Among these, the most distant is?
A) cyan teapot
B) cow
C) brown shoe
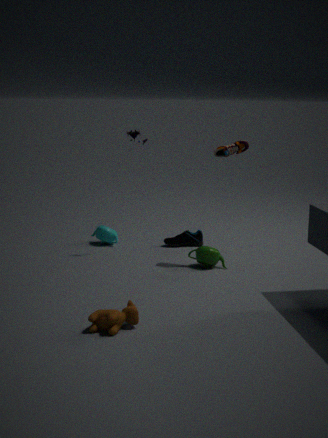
cyan teapot
